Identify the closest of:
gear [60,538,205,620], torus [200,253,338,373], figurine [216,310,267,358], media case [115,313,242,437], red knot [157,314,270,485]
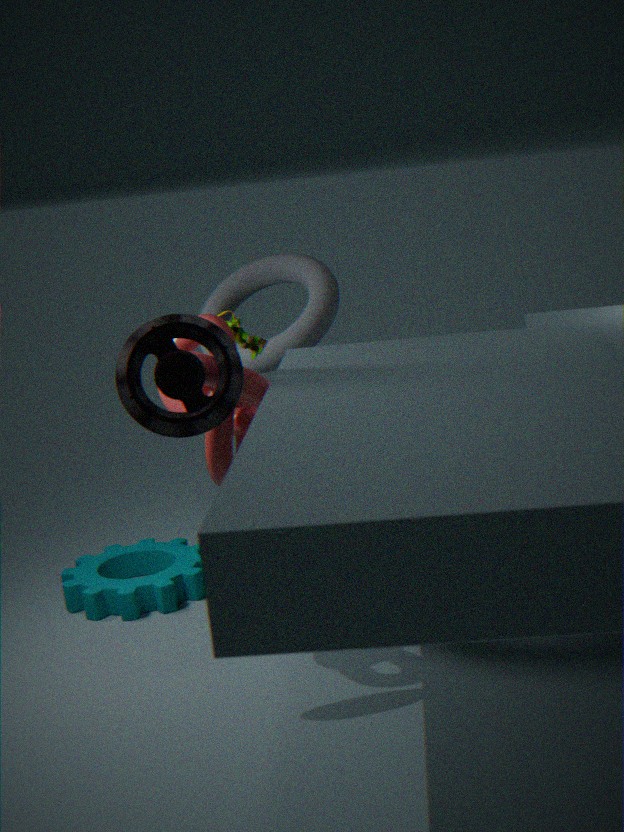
media case [115,313,242,437]
